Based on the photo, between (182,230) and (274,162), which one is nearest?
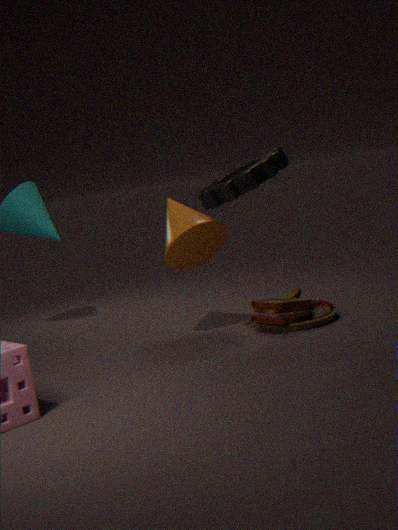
(274,162)
